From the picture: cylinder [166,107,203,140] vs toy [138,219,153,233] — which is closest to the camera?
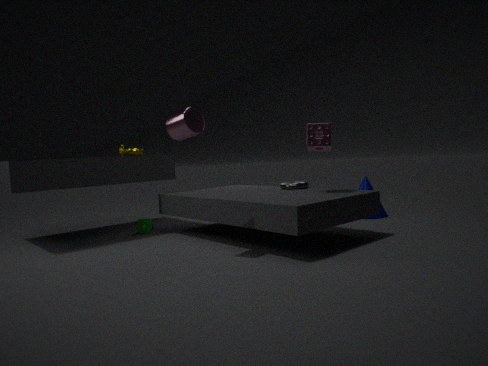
cylinder [166,107,203,140]
